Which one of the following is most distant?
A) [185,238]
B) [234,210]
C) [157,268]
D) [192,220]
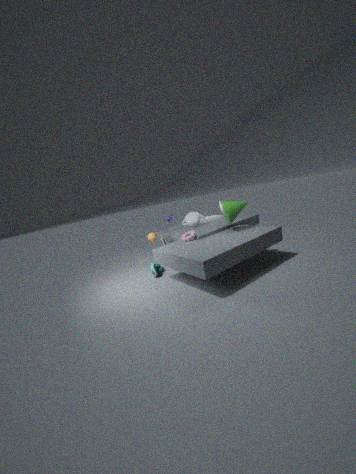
[192,220]
